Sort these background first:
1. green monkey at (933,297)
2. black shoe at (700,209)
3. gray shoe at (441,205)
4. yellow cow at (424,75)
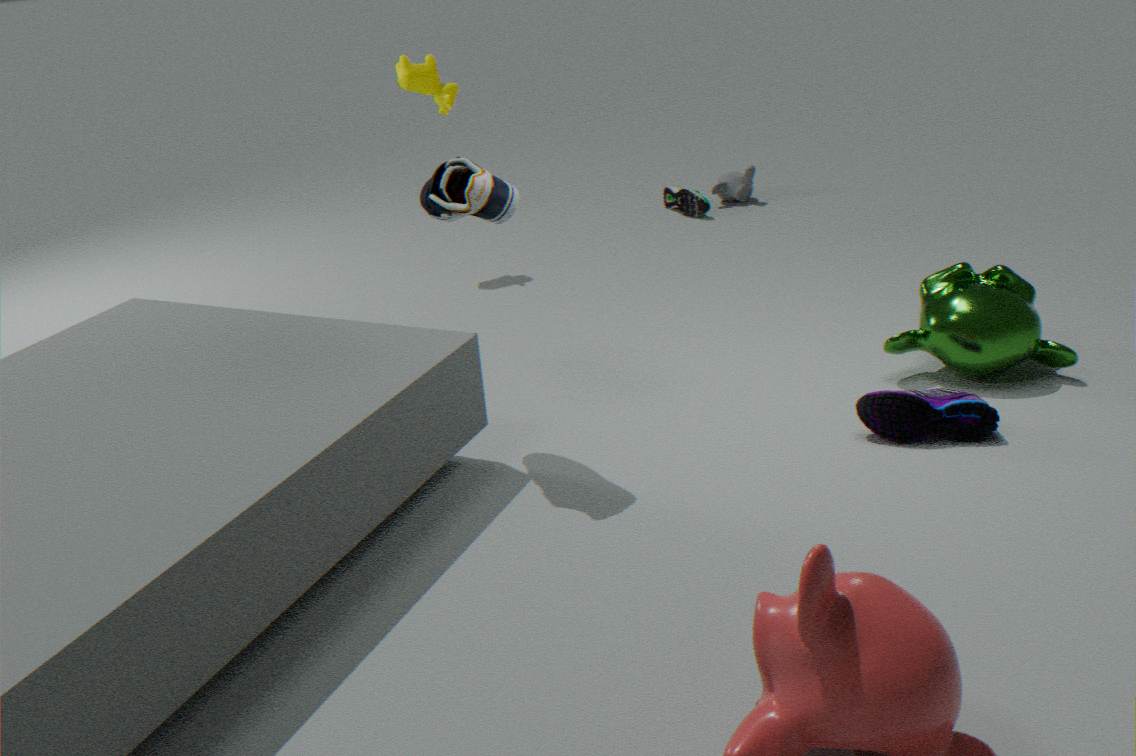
black shoe at (700,209) → yellow cow at (424,75) → green monkey at (933,297) → gray shoe at (441,205)
